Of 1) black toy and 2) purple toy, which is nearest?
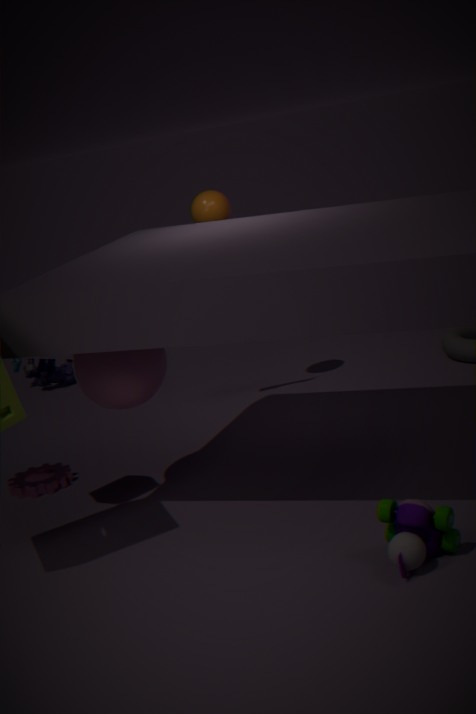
1. black toy
